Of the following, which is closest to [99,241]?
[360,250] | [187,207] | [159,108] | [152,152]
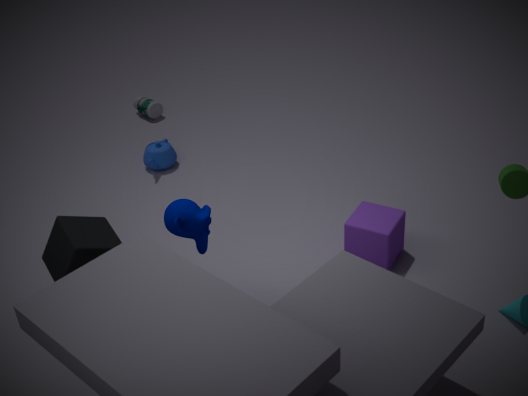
[187,207]
